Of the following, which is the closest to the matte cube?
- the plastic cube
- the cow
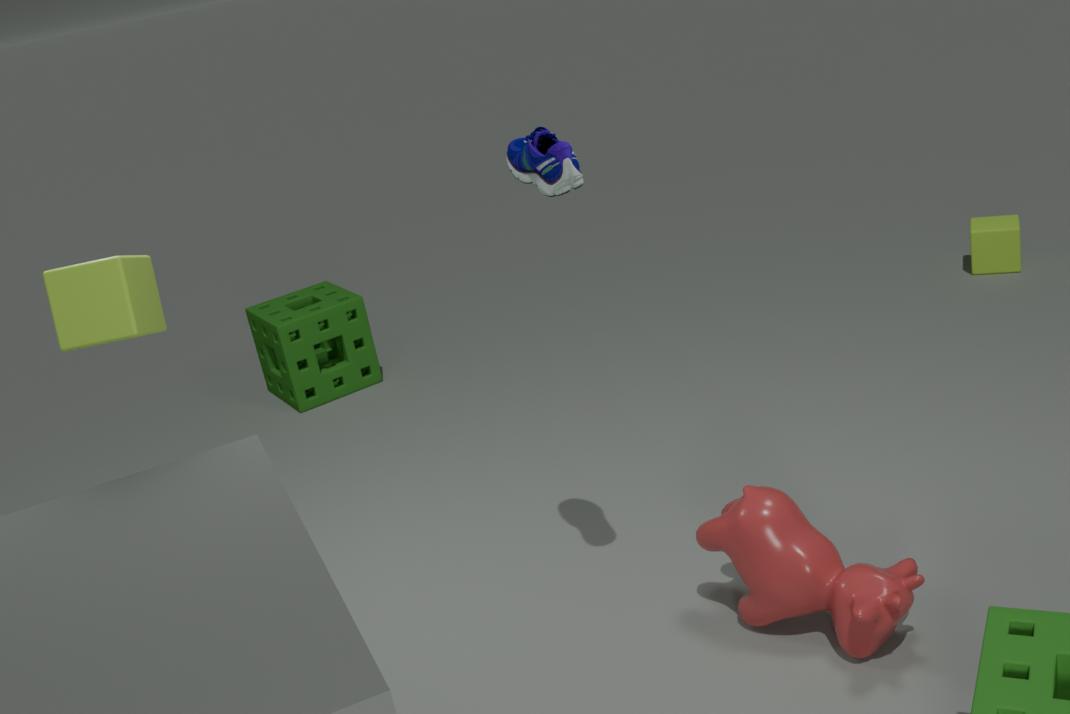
the cow
